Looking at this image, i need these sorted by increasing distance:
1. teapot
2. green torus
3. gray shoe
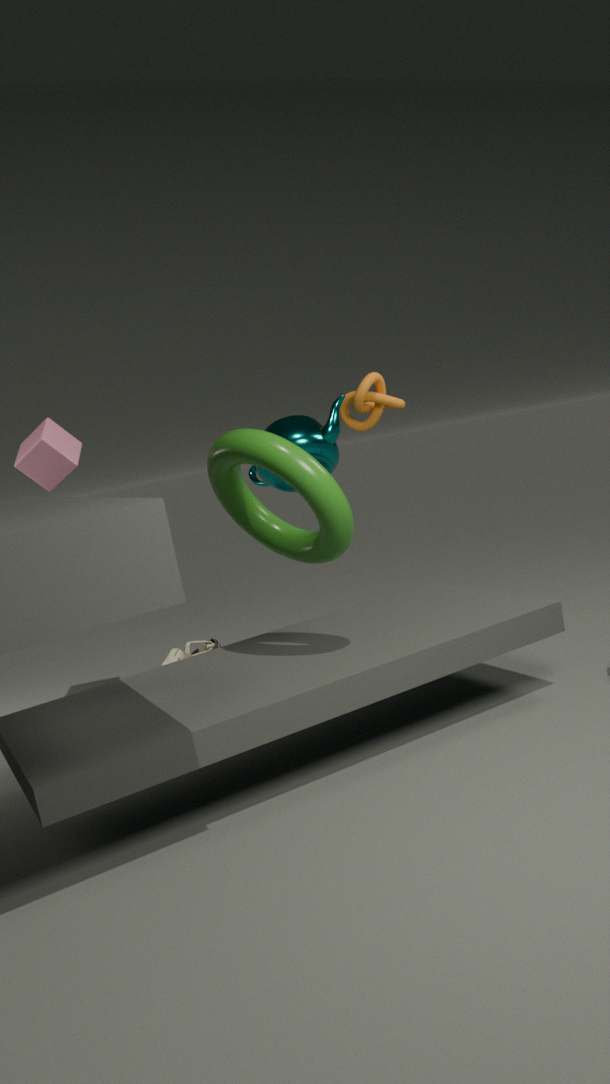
green torus
teapot
gray shoe
